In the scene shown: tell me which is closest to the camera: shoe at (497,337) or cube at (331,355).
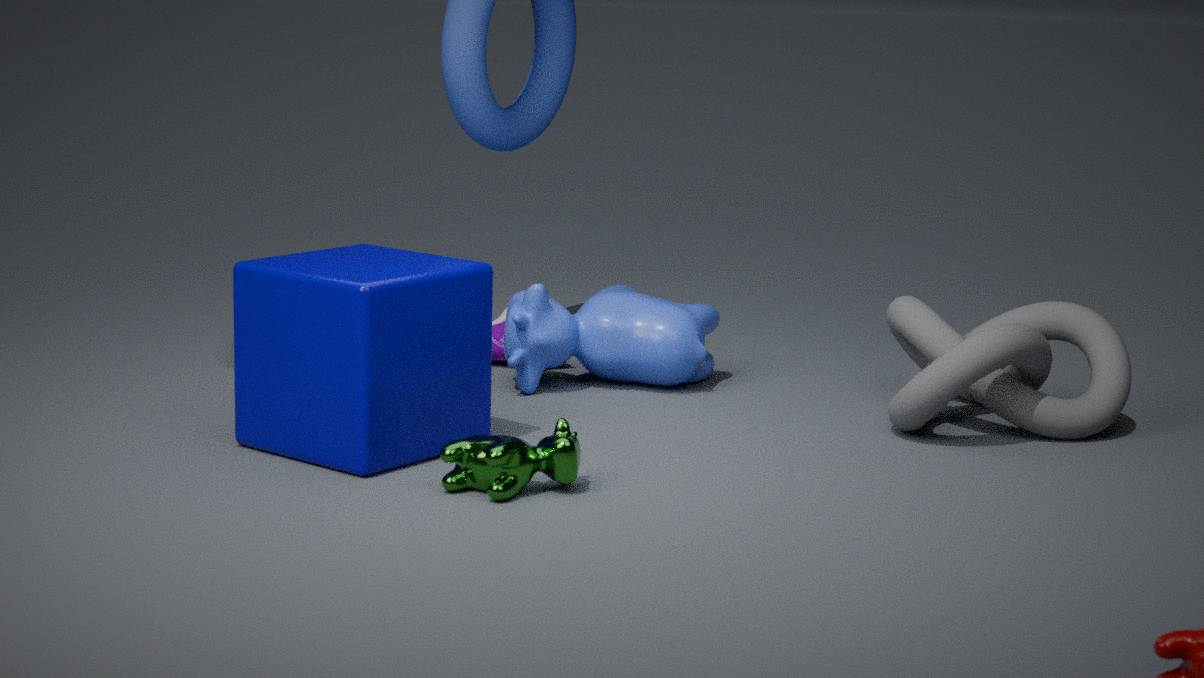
cube at (331,355)
